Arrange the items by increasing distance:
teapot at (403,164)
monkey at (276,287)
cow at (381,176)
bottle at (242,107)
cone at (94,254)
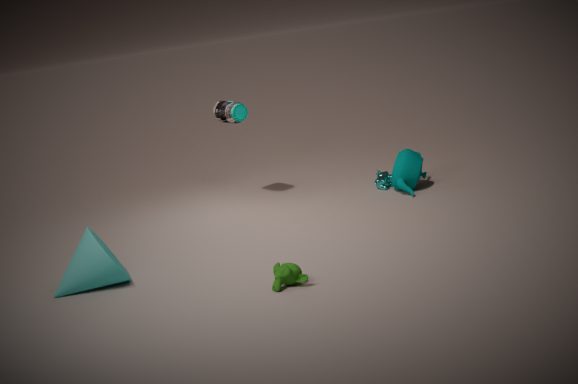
monkey at (276,287) → cone at (94,254) → teapot at (403,164) → bottle at (242,107) → cow at (381,176)
